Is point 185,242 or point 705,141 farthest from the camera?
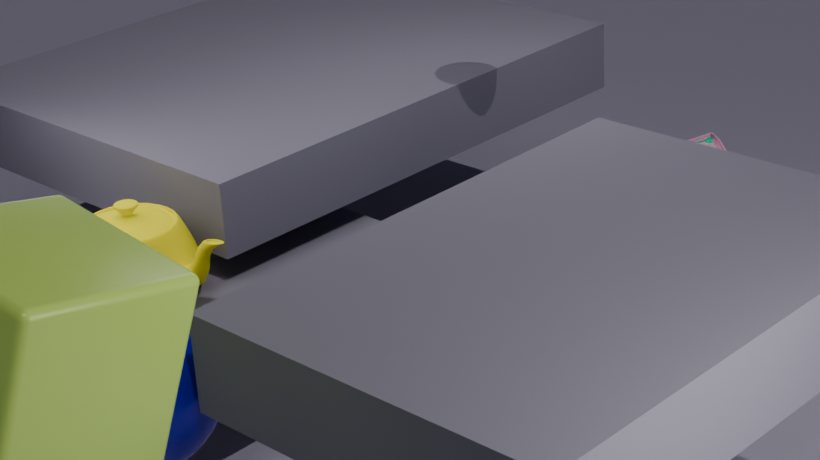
point 185,242
